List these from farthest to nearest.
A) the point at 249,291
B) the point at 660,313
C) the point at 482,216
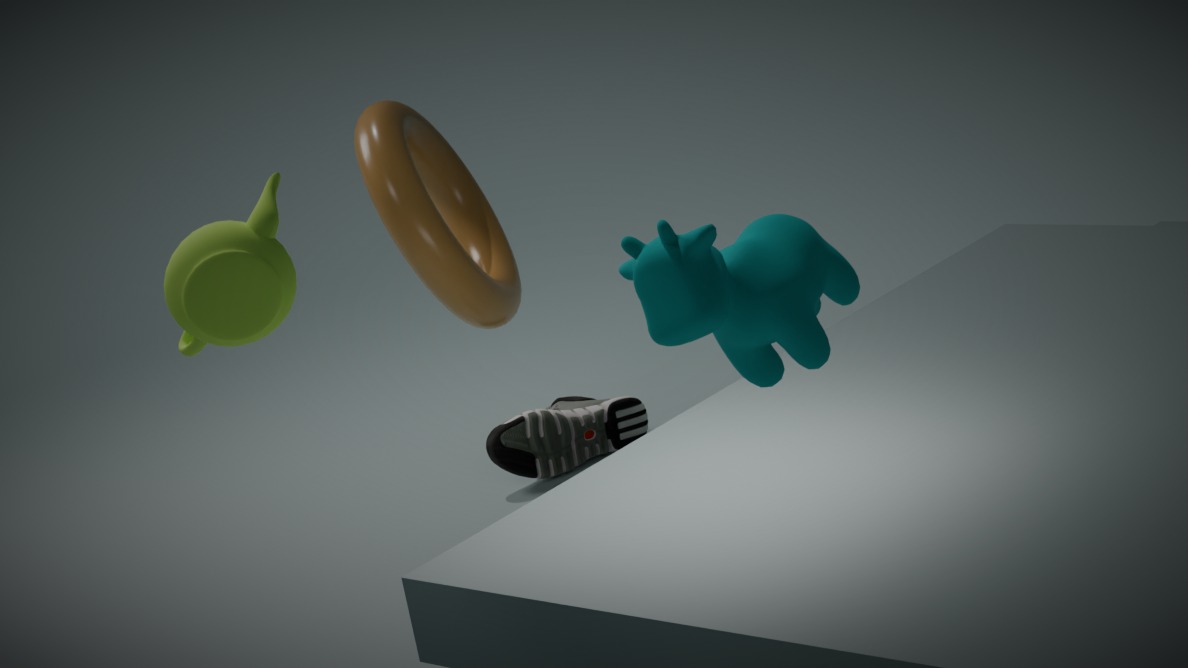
the point at 482,216
the point at 249,291
the point at 660,313
